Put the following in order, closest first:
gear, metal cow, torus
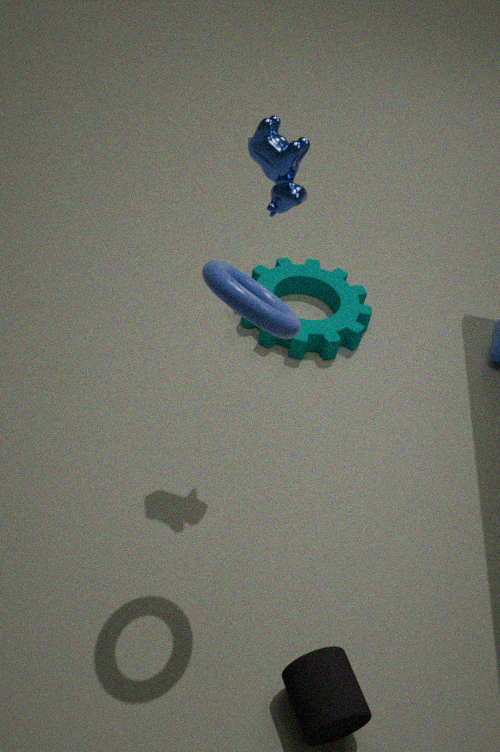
torus, metal cow, gear
